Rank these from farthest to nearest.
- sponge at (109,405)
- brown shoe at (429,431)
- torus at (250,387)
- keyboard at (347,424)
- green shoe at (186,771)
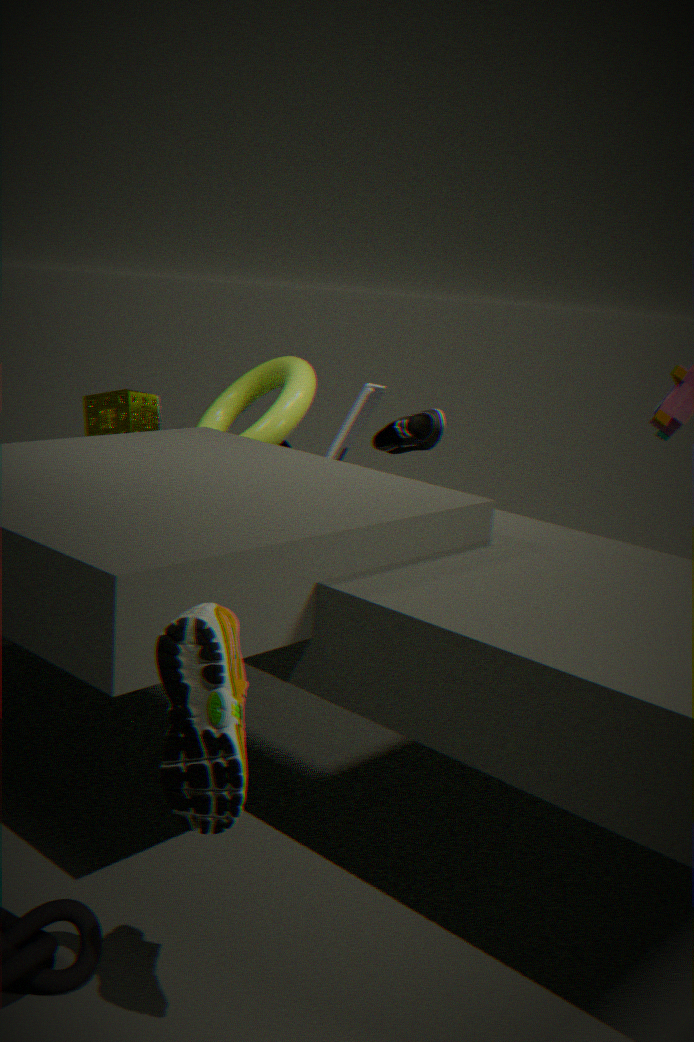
keyboard at (347,424)
brown shoe at (429,431)
torus at (250,387)
sponge at (109,405)
green shoe at (186,771)
